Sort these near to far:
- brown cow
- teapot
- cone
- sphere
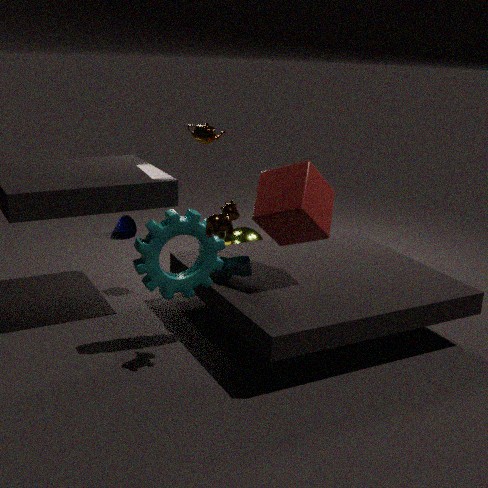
brown cow < teapot < sphere < cone
